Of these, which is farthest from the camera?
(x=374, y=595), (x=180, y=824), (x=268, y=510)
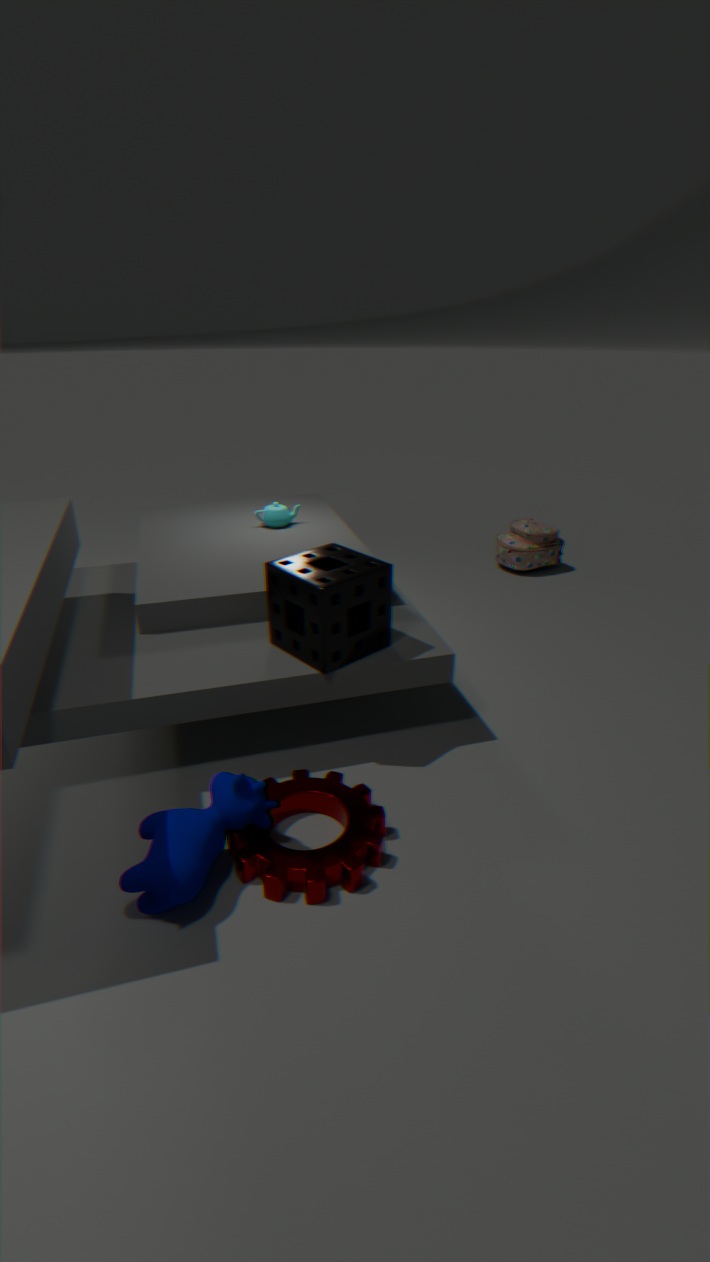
(x=268, y=510)
